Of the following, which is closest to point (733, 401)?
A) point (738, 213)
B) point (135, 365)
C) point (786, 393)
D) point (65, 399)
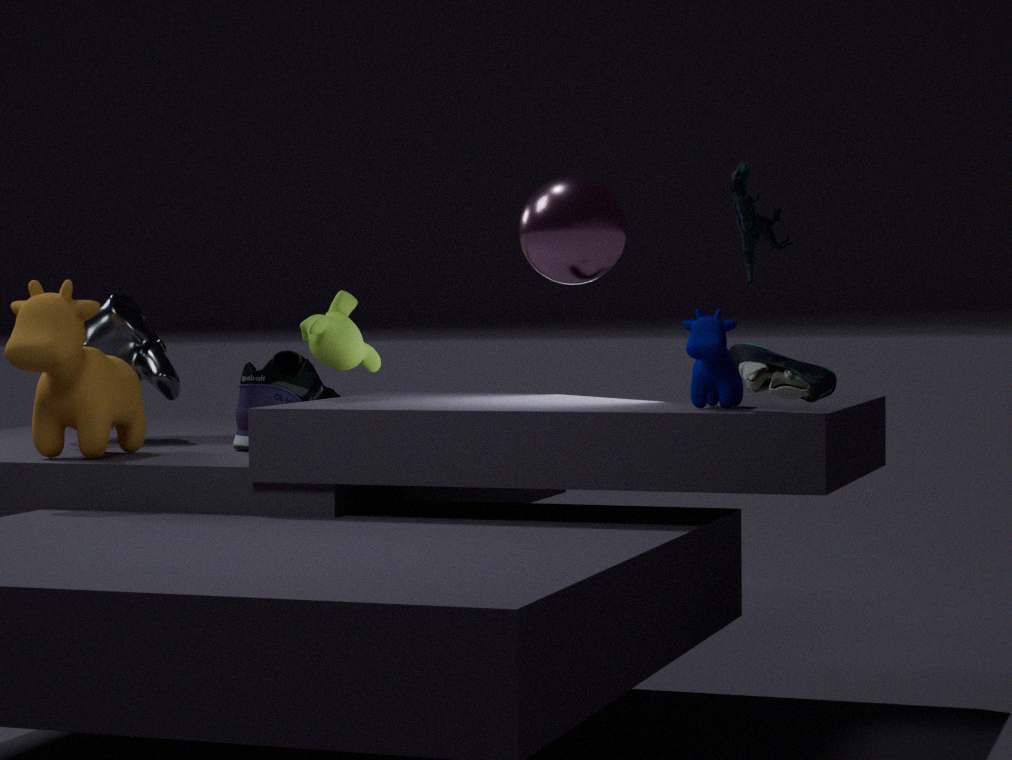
point (786, 393)
